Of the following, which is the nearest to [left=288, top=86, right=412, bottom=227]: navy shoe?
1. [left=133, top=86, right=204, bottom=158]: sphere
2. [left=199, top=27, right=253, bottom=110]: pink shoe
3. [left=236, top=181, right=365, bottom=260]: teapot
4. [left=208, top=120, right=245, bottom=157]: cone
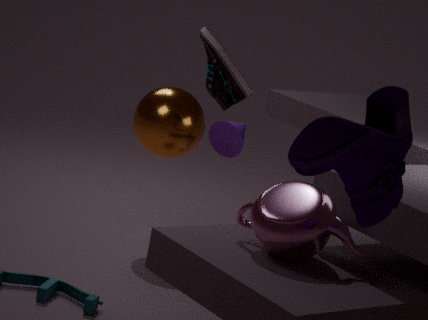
[left=236, top=181, right=365, bottom=260]: teapot
